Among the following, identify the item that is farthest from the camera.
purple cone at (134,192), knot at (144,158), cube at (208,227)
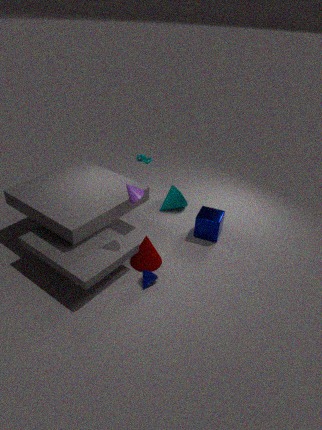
knot at (144,158)
